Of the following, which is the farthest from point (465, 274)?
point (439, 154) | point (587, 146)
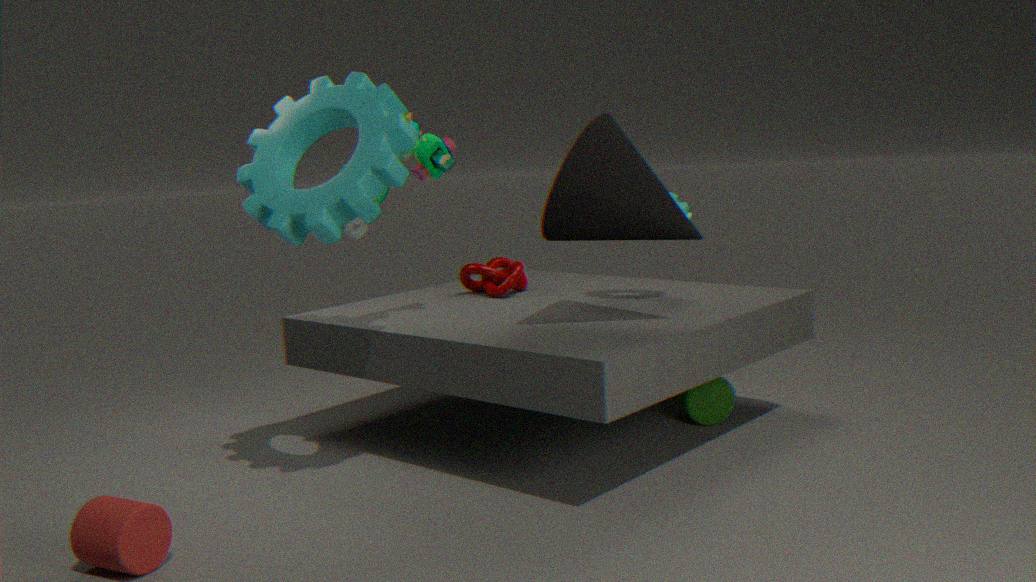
point (587, 146)
